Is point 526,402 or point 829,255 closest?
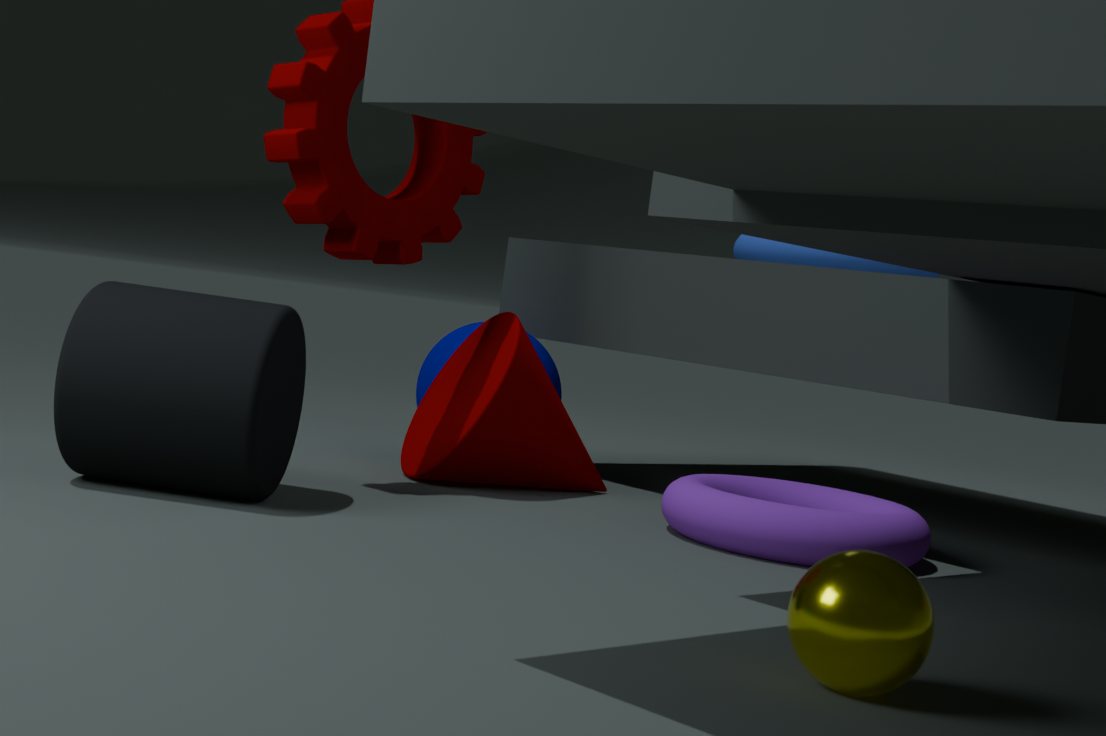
point 526,402
